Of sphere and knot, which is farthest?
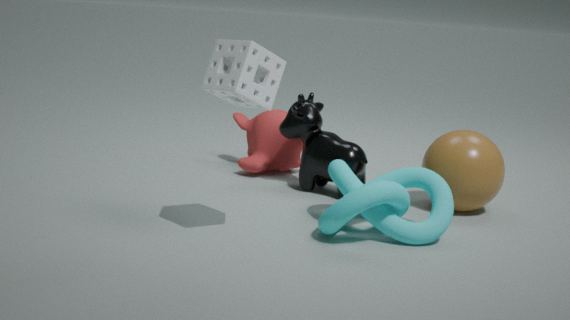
sphere
